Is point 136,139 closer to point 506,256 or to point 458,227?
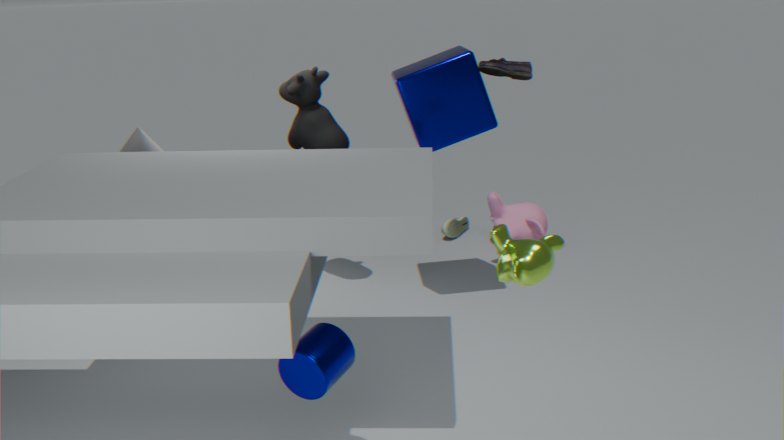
point 458,227
